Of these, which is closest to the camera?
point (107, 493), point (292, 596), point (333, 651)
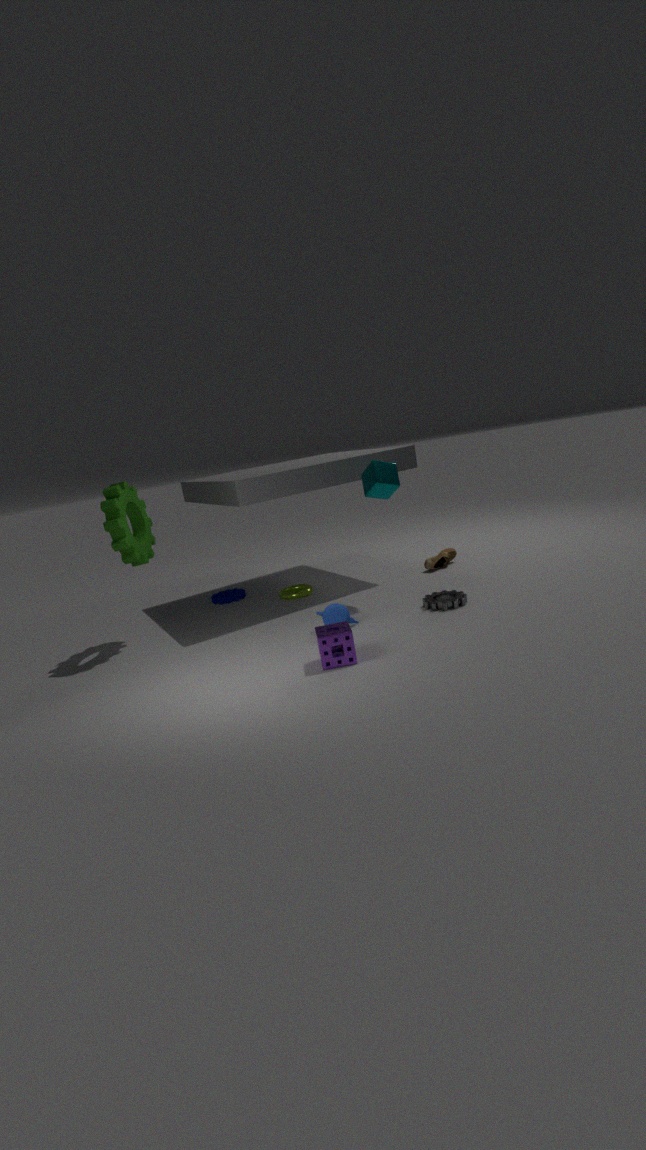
point (333, 651)
